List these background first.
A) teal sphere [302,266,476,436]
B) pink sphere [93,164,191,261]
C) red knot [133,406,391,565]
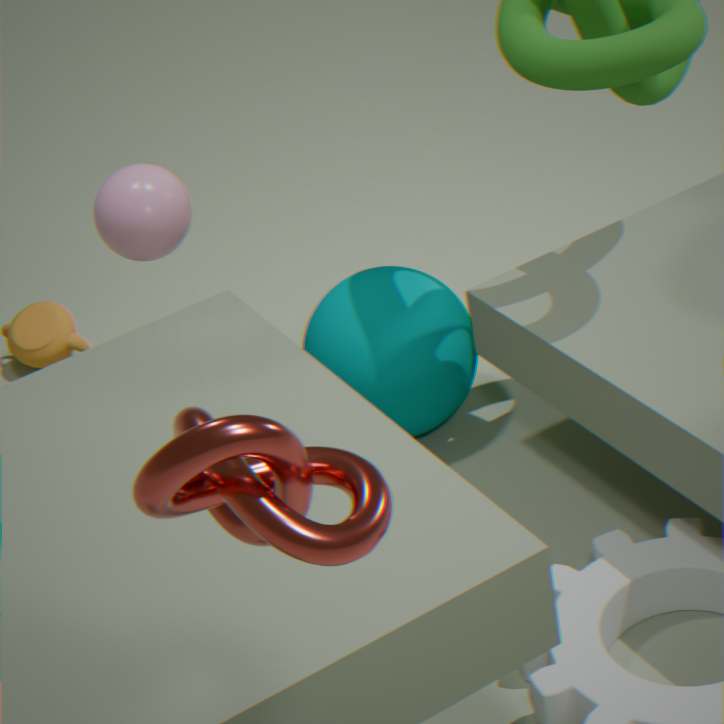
1. teal sphere [302,266,476,436]
2. pink sphere [93,164,191,261]
3. red knot [133,406,391,565]
